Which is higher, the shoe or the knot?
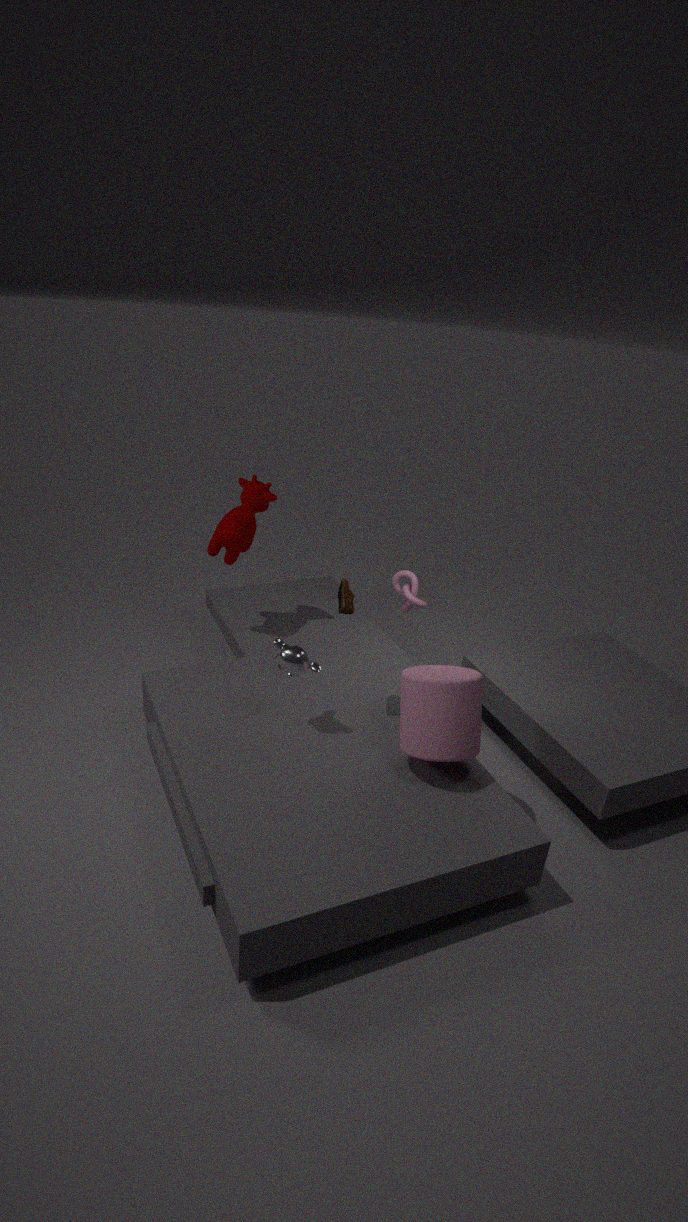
the shoe
